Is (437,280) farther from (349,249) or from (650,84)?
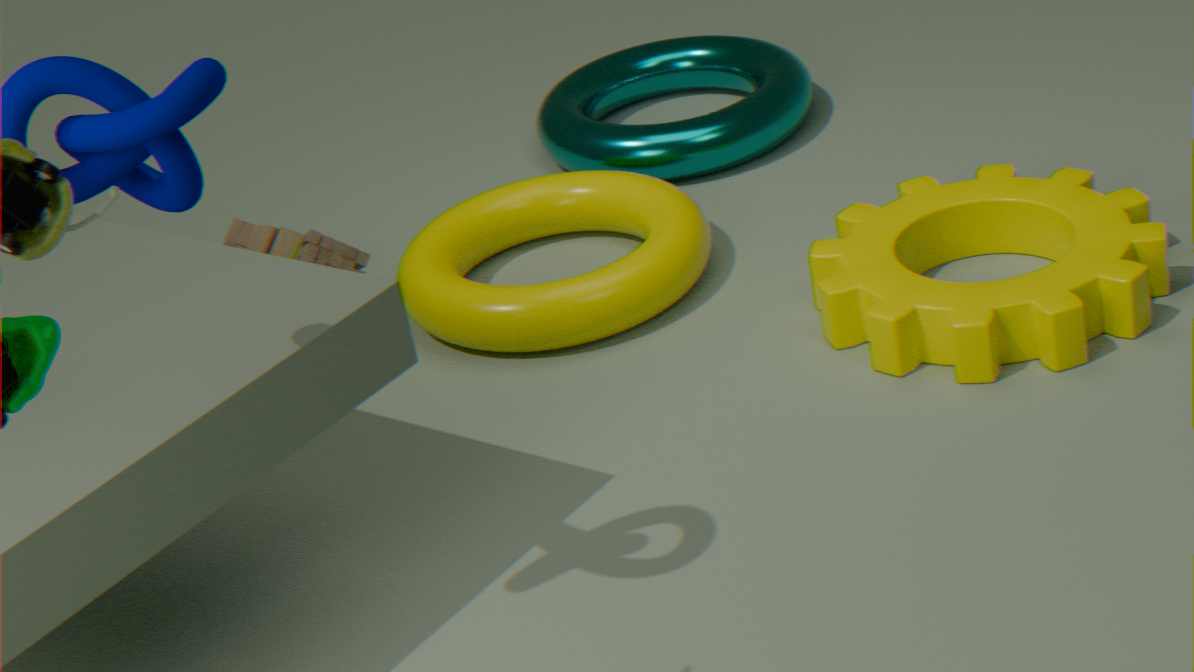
(650,84)
